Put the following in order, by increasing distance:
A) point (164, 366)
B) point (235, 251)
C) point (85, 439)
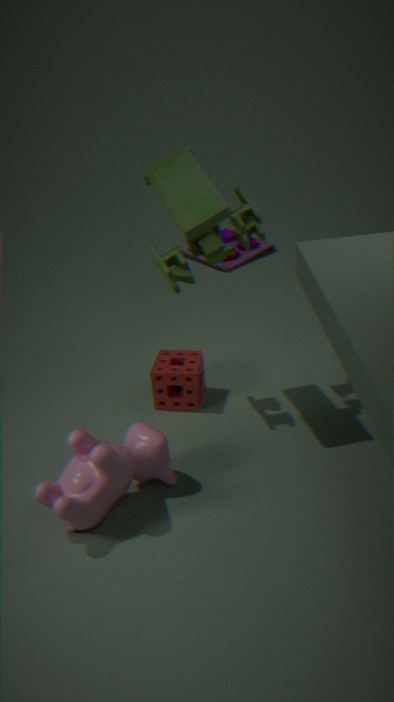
point (85, 439), point (164, 366), point (235, 251)
